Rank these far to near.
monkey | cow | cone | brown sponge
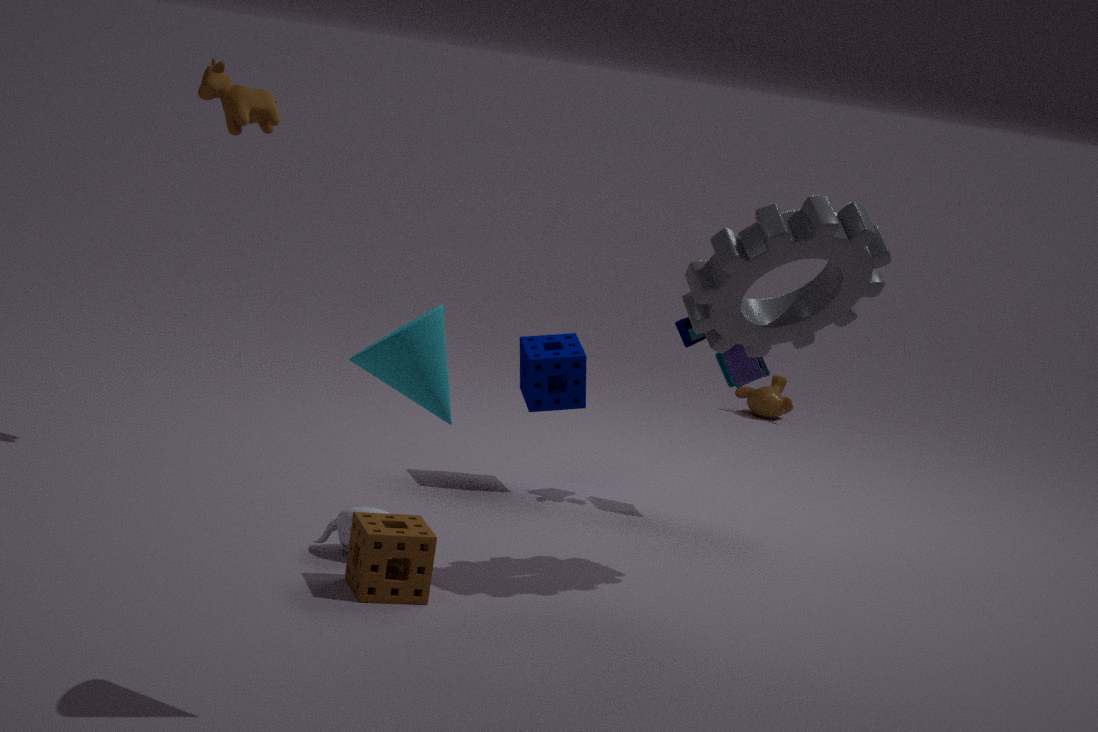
monkey, cow, brown sponge, cone
